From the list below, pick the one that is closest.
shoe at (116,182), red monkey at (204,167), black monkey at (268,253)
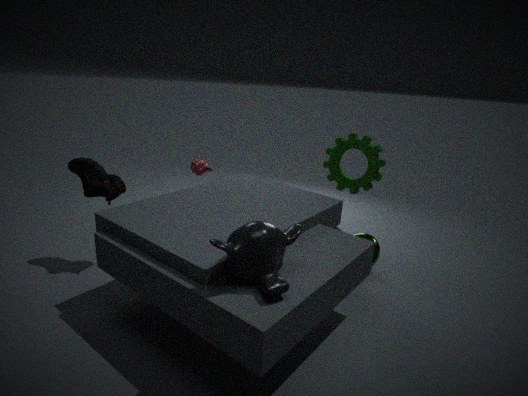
black monkey at (268,253)
